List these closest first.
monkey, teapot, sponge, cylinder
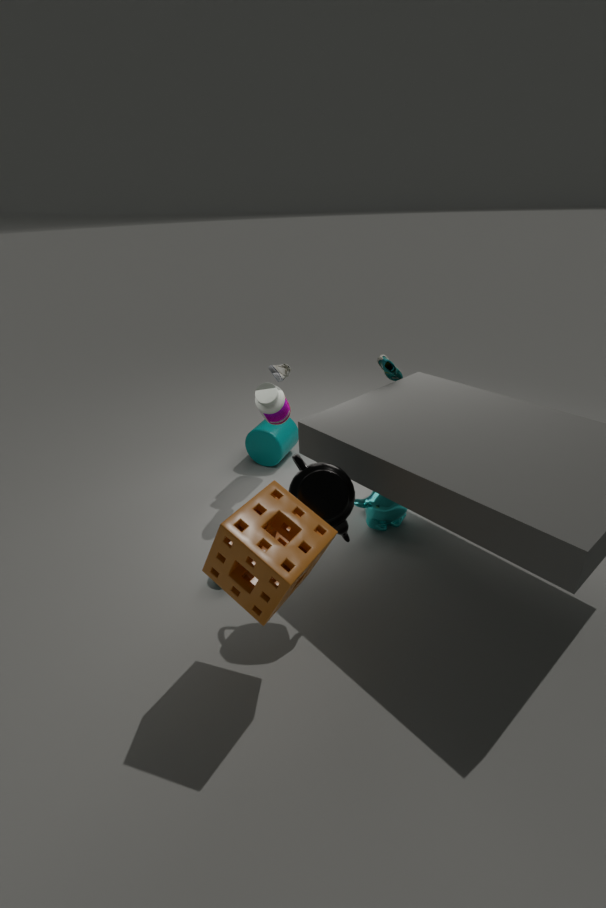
1. sponge
2. teapot
3. monkey
4. cylinder
